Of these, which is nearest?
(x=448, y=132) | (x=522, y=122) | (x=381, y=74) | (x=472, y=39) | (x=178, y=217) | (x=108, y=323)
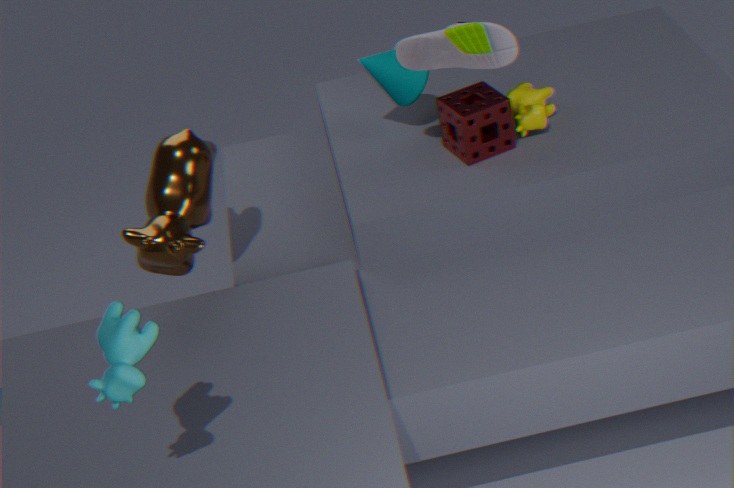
(x=108, y=323)
